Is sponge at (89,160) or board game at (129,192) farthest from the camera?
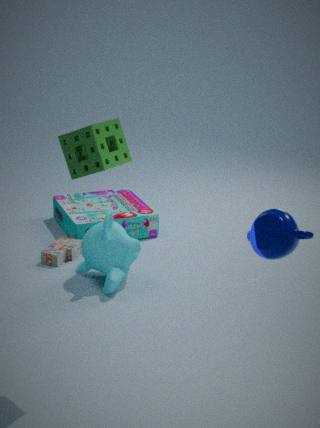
board game at (129,192)
